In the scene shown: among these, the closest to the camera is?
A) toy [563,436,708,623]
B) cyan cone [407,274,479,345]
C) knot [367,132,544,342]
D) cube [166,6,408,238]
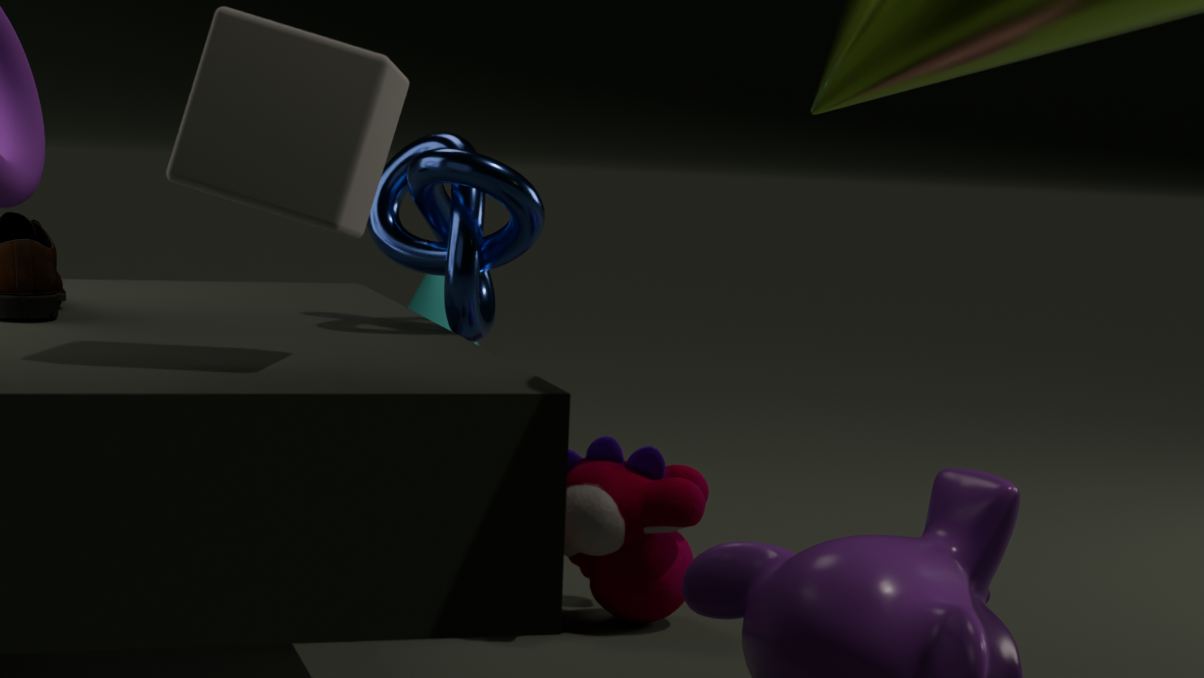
cube [166,6,408,238]
